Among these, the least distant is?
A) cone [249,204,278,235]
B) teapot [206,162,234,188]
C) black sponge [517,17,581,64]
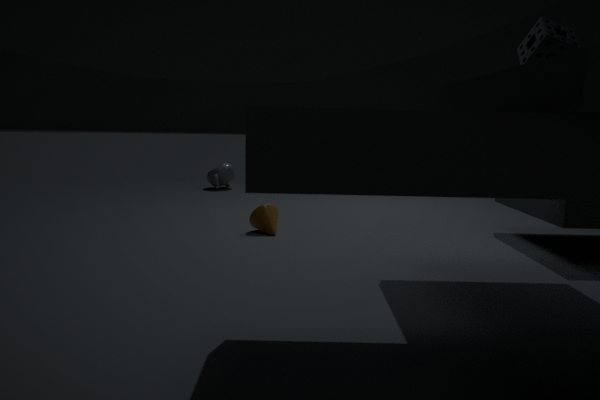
black sponge [517,17,581,64]
